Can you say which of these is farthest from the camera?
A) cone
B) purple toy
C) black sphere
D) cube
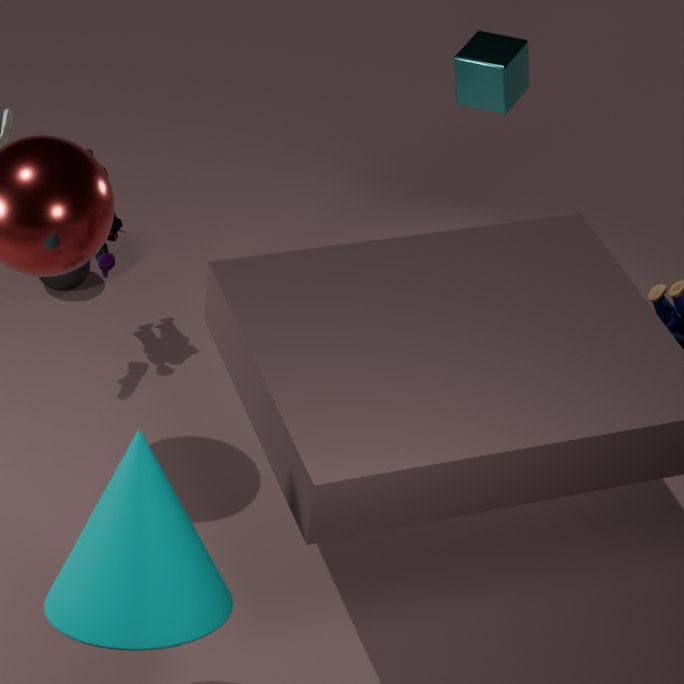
C. black sphere
